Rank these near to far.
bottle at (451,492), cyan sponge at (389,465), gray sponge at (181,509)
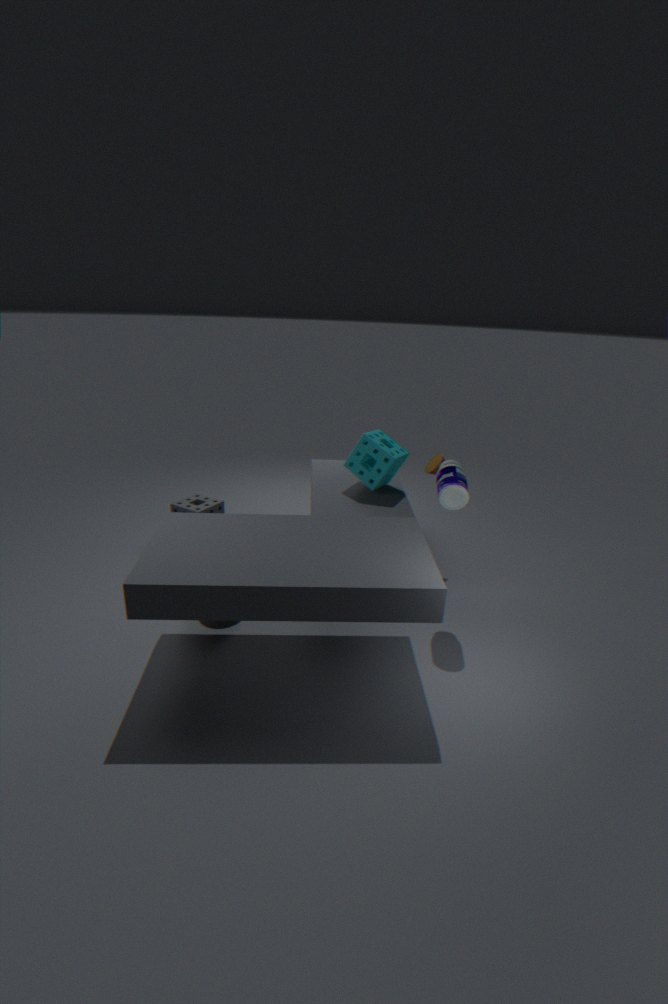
bottle at (451,492)
cyan sponge at (389,465)
gray sponge at (181,509)
